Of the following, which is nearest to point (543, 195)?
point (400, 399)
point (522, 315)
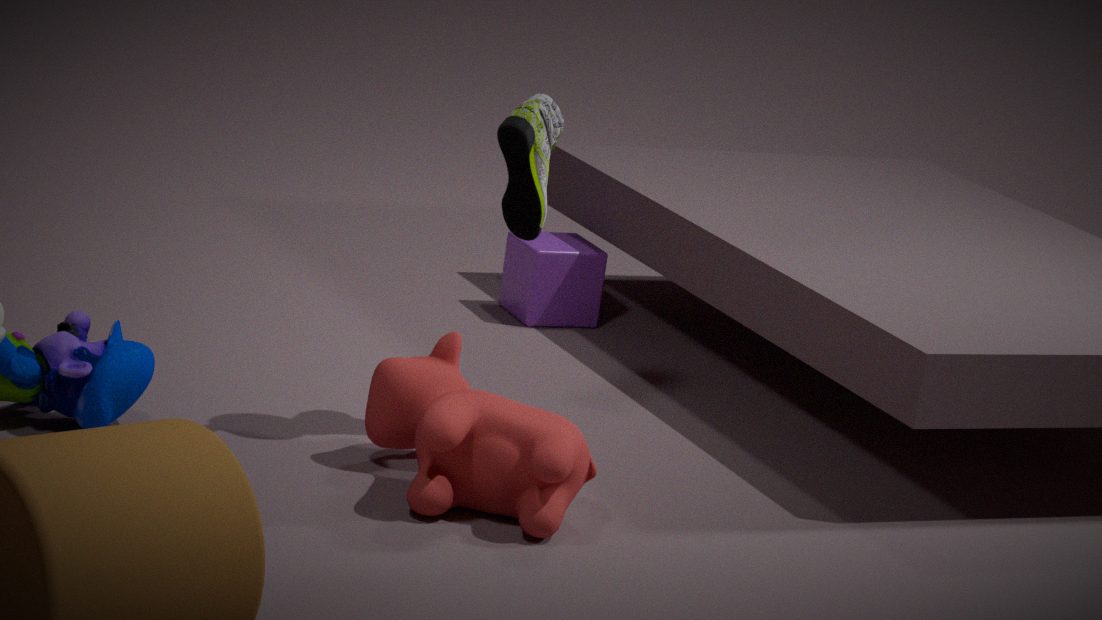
point (400, 399)
